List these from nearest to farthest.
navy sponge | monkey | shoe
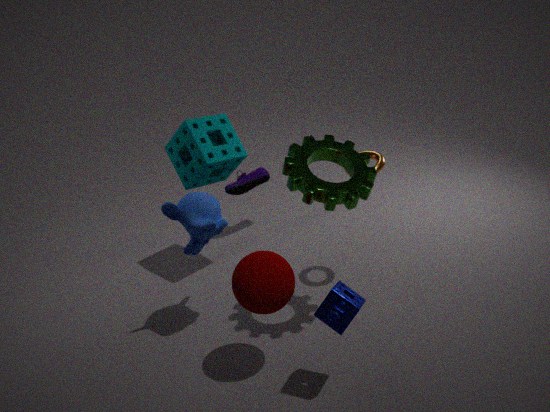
navy sponge
monkey
shoe
